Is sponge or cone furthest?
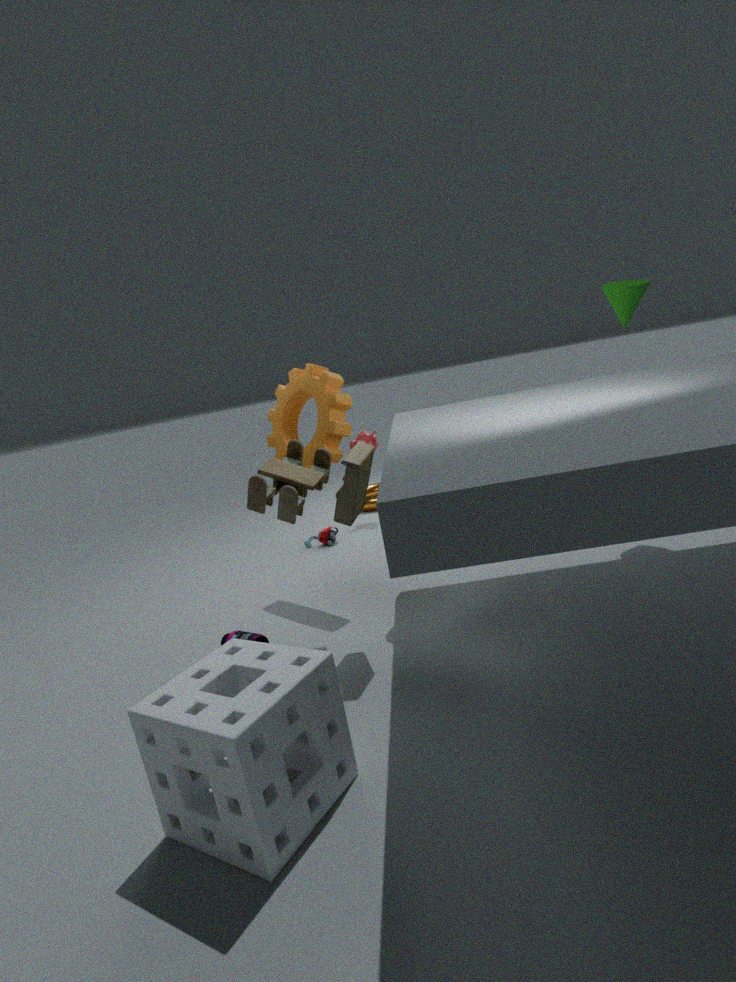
cone
